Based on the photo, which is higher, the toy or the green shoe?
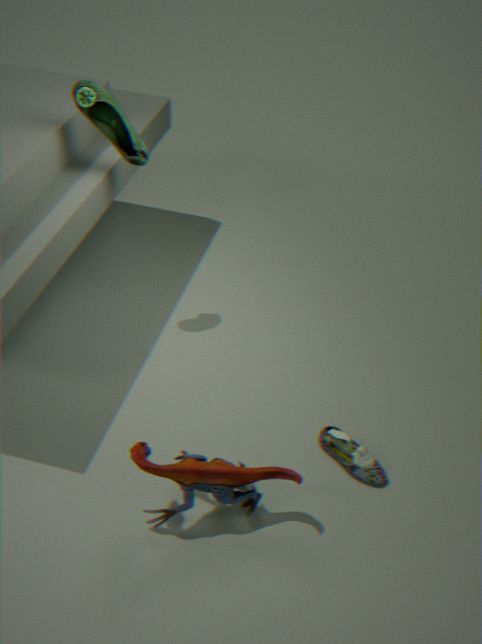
the green shoe
